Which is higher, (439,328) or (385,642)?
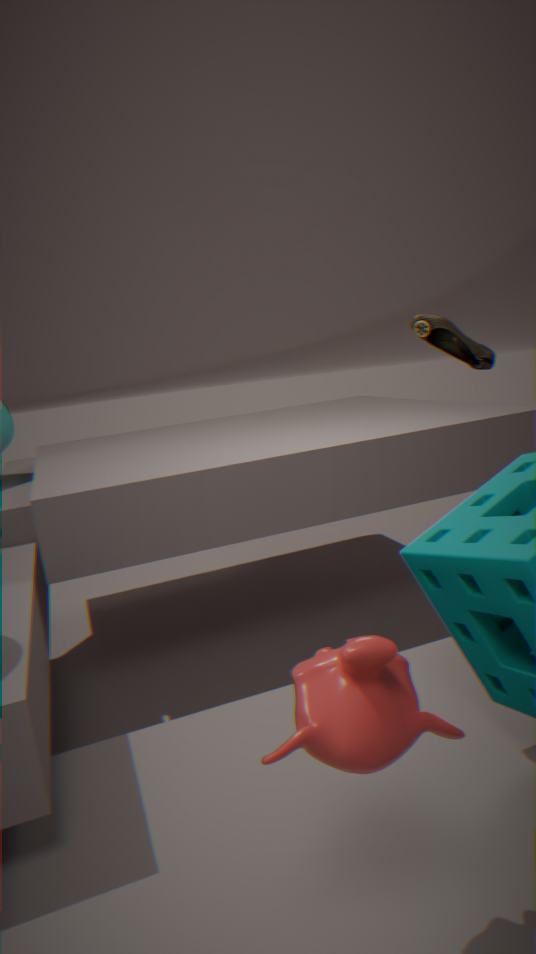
(439,328)
